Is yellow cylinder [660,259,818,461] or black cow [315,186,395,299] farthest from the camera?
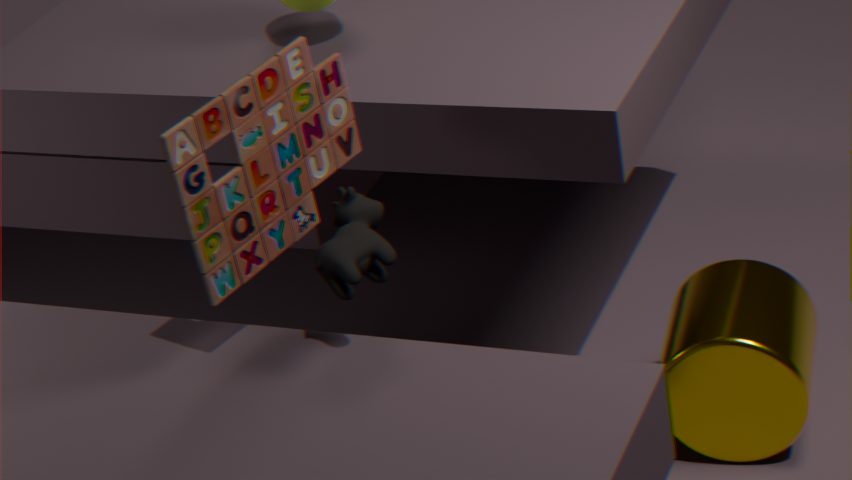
yellow cylinder [660,259,818,461]
